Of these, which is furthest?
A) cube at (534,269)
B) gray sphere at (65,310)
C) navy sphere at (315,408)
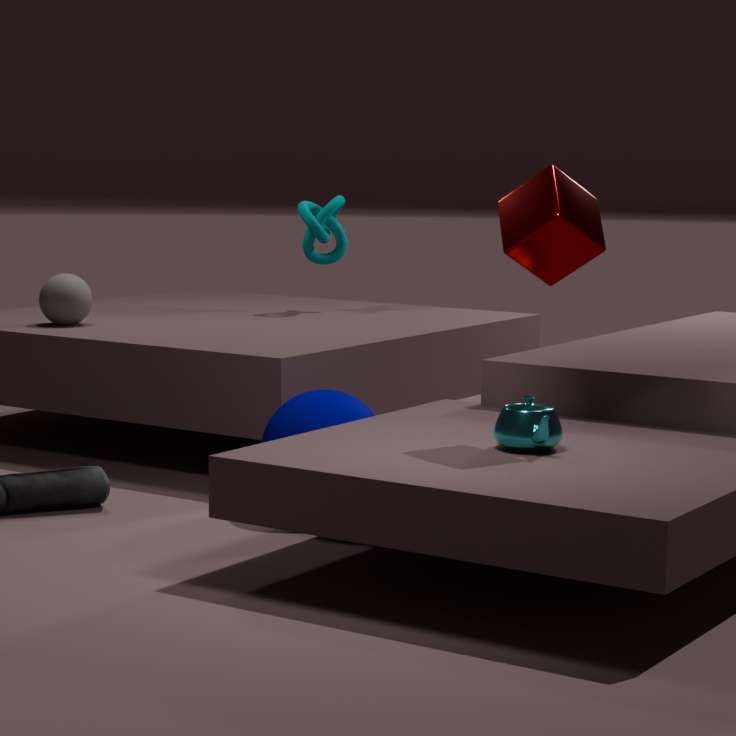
gray sphere at (65,310)
